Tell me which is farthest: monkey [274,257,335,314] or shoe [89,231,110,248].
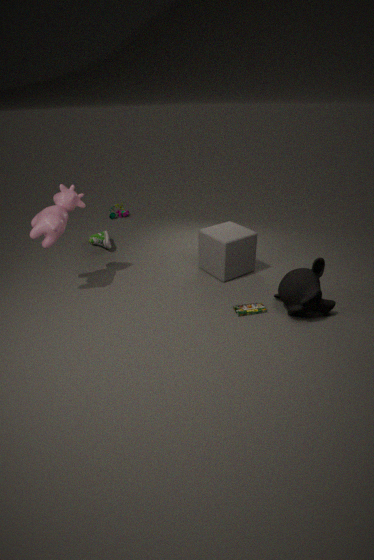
shoe [89,231,110,248]
